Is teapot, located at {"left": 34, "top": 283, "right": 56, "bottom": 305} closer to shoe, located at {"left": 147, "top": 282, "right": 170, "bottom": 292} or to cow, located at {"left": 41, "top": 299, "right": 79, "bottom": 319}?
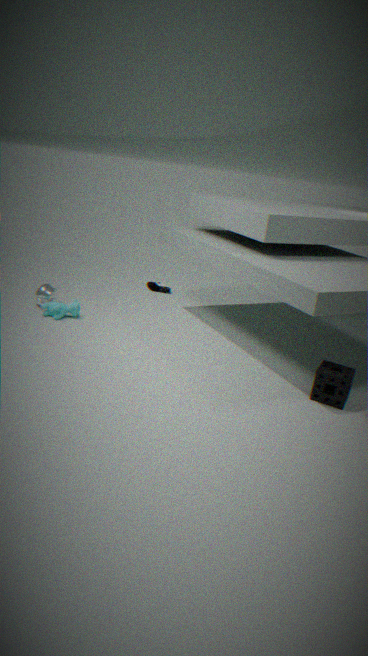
cow, located at {"left": 41, "top": 299, "right": 79, "bottom": 319}
